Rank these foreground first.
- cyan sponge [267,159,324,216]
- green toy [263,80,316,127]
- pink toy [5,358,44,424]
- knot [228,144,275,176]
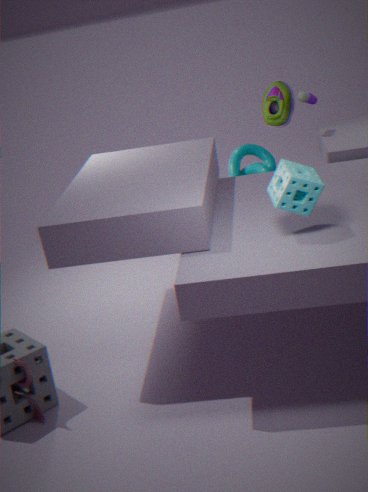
1. cyan sponge [267,159,324,216]
2. pink toy [5,358,44,424]
3. green toy [263,80,316,127]
4. knot [228,144,275,176]
